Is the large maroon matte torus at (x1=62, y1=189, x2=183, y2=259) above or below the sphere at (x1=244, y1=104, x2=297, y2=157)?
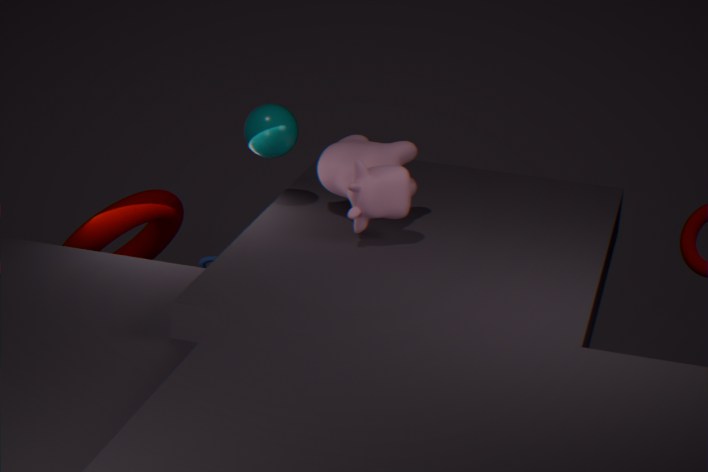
below
